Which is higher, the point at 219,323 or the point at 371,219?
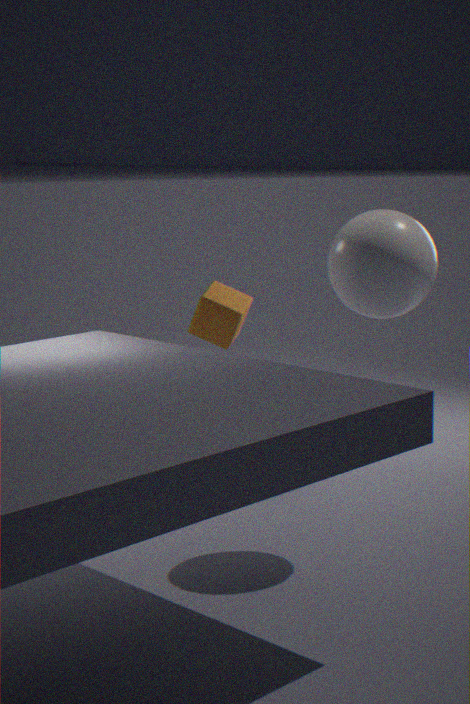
the point at 371,219
